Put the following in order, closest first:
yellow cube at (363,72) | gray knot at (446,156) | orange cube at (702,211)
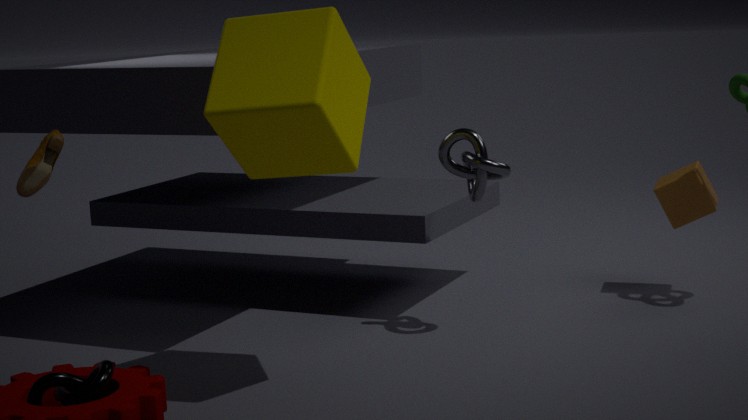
yellow cube at (363,72) < gray knot at (446,156) < orange cube at (702,211)
